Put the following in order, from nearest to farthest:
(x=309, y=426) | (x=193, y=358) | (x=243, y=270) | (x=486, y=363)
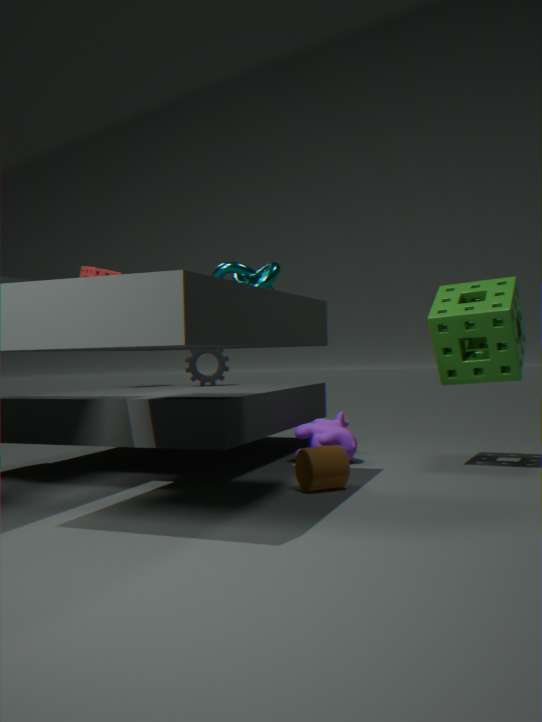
(x=243, y=270), (x=486, y=363), (x=309, y=426), (x=193, y=358)
